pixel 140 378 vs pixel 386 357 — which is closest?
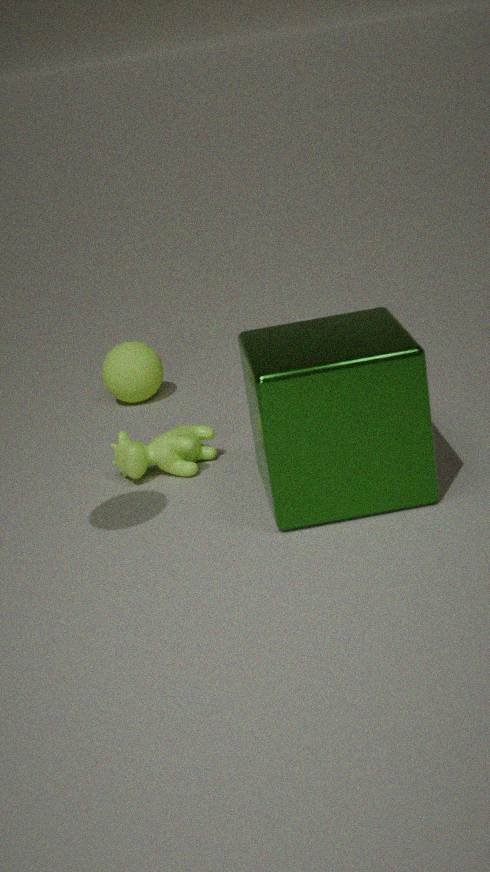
pixel 386 357
